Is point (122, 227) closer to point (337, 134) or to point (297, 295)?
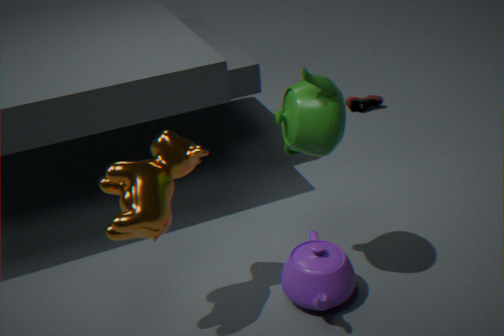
point (337, 134)
